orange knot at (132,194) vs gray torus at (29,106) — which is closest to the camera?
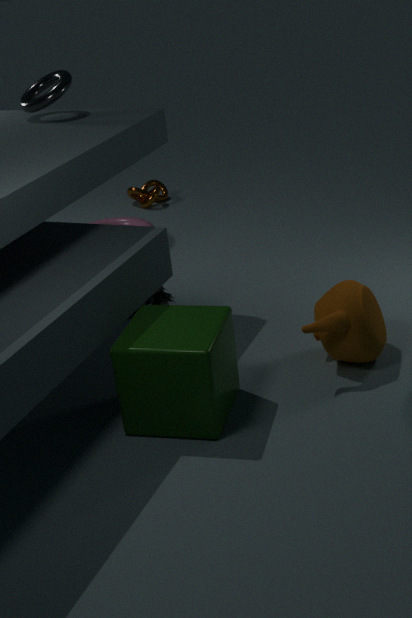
gray torus at (29,106)
